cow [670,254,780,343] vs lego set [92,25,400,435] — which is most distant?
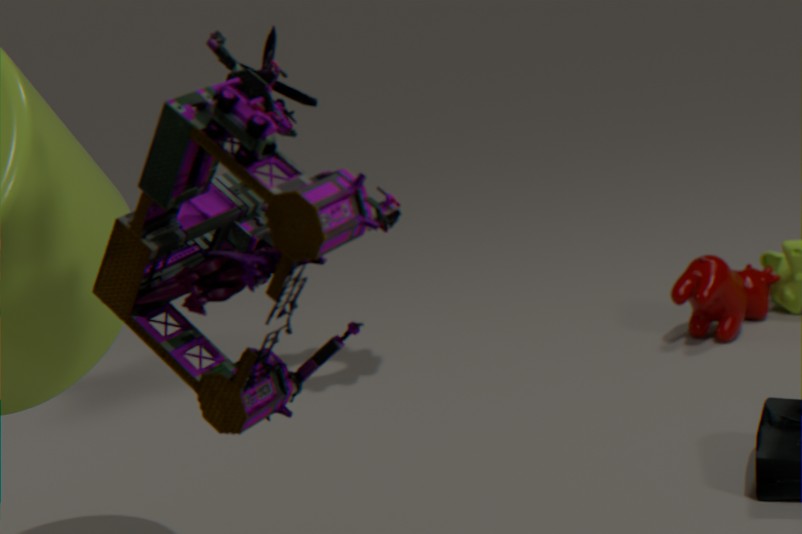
cow [670,254,780,343]
